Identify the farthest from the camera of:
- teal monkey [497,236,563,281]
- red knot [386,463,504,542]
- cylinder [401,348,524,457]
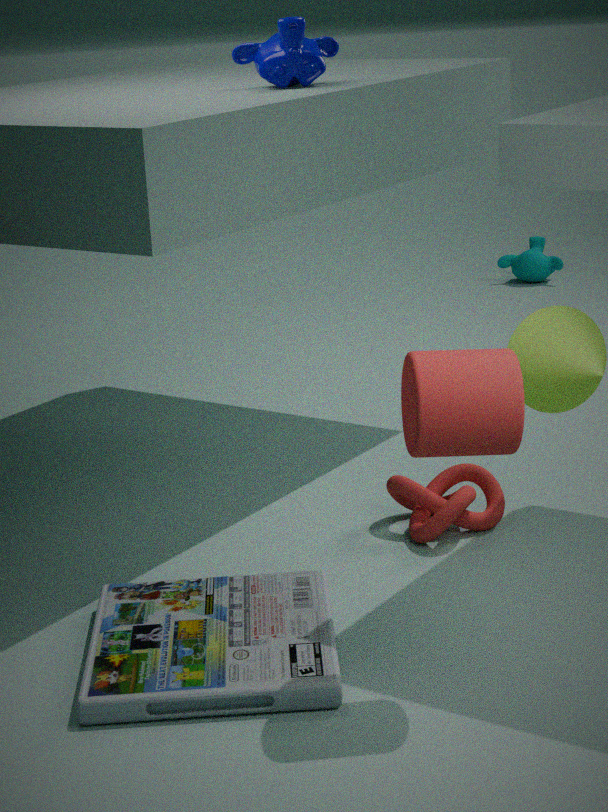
teal monkey [497,236,563,281]
